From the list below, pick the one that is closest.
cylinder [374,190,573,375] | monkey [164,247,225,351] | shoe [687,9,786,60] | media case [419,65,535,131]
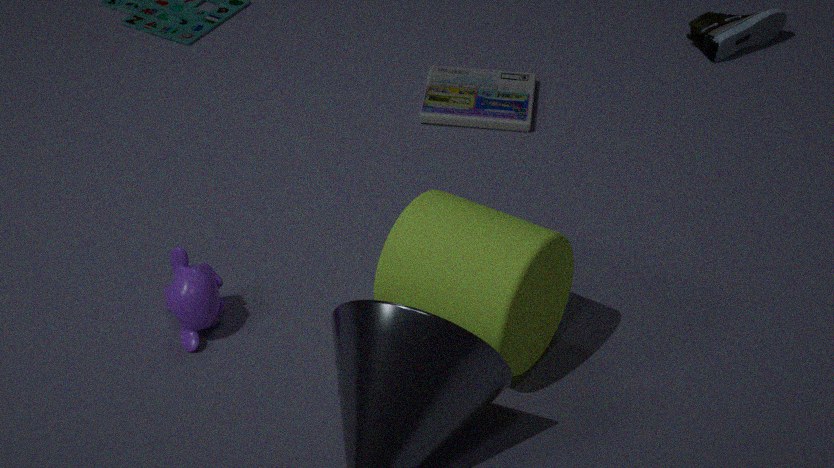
cylinder [374,190,573,375]
